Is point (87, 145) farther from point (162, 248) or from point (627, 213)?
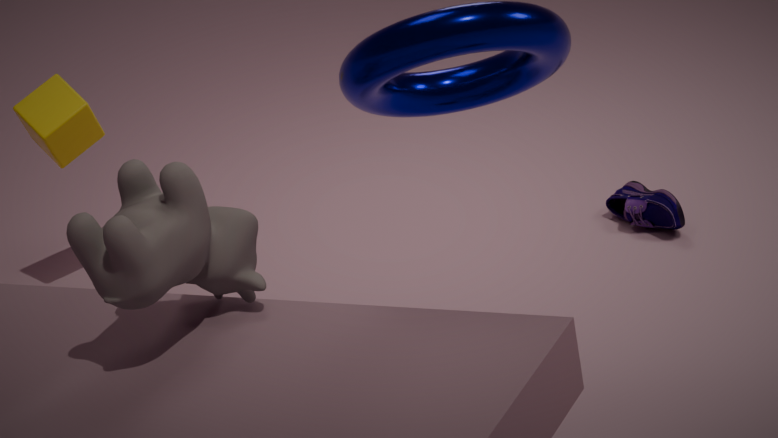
point (627, 213)
